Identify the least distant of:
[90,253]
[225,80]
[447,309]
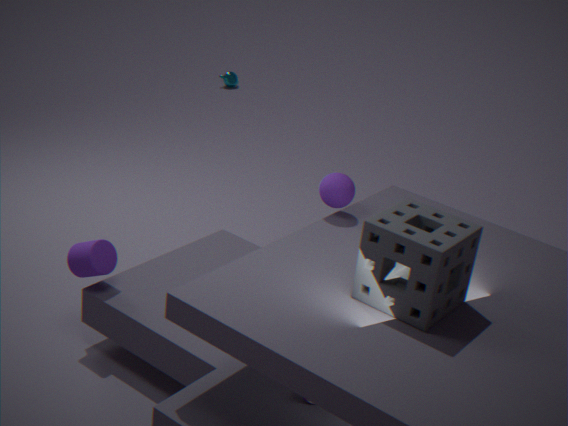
[447,309]
